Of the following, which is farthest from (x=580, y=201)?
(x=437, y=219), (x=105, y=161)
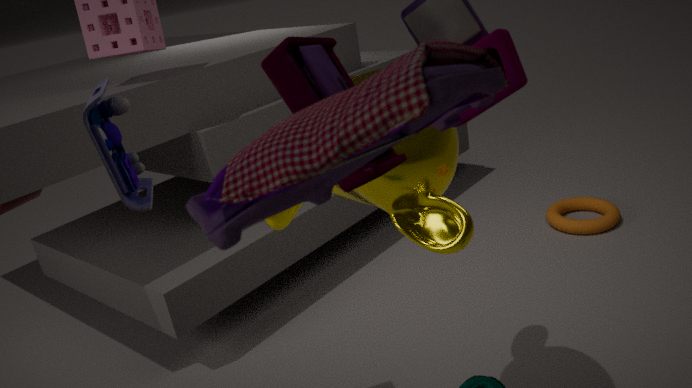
(x=105, y=161)
